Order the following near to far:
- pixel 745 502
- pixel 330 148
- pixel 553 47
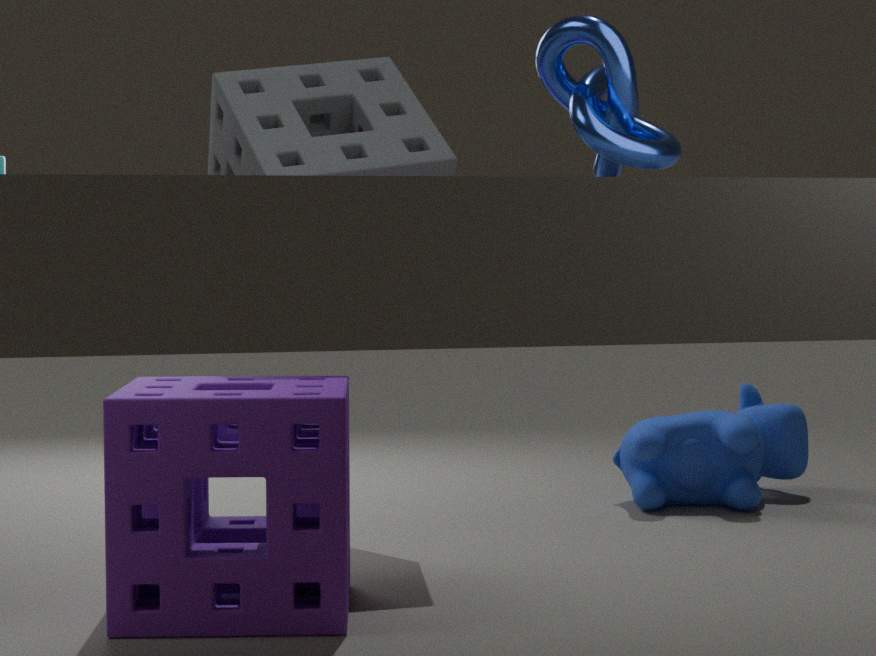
pixel 553 47
pixel 330 148
pixel 745 502
